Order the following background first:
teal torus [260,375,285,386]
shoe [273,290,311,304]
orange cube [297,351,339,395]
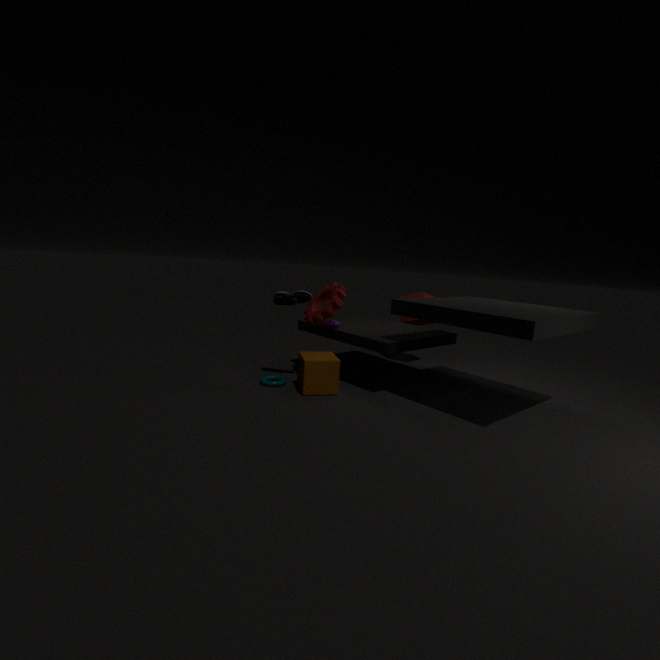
shoe [273,290,311,304]
teal torus [260,375,285,386]
orange cube [297,351,339,395]
